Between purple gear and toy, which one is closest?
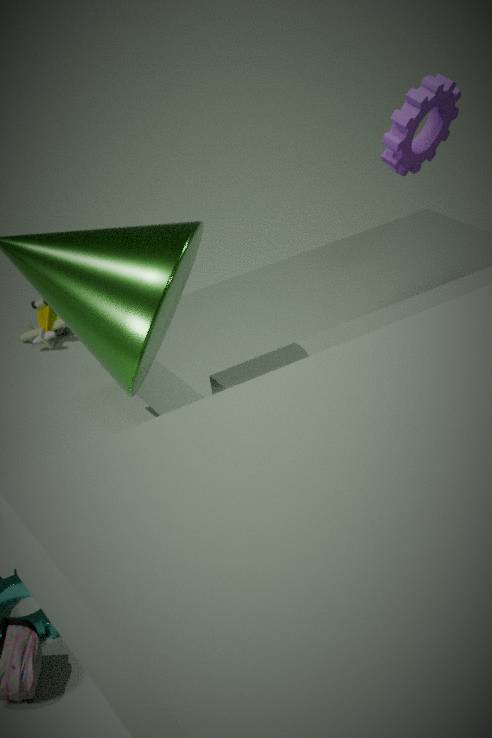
purple gear
